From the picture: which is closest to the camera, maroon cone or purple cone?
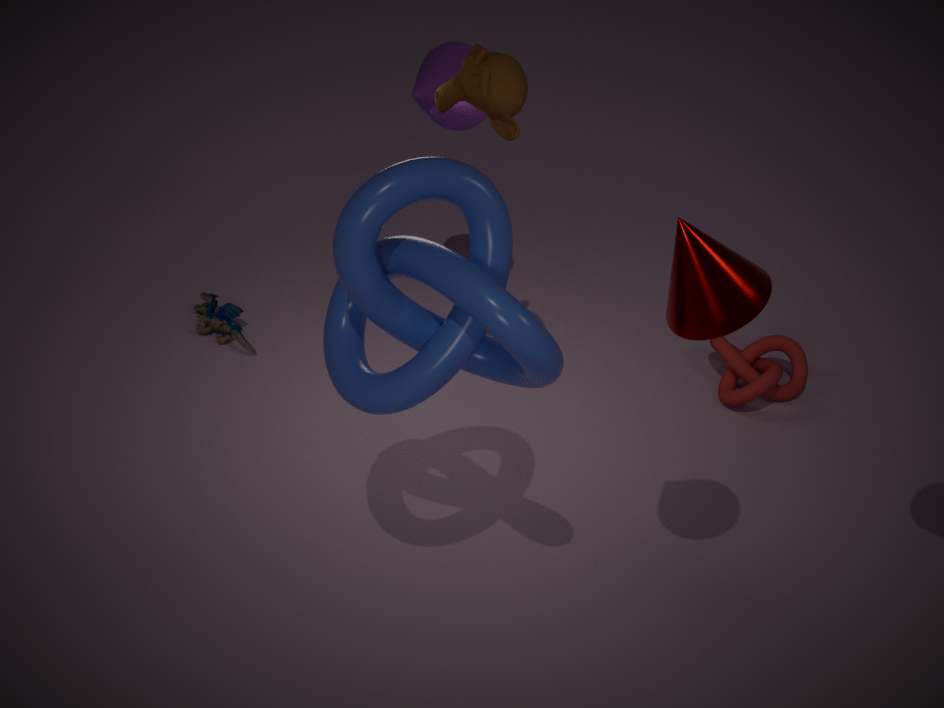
maroon cone
